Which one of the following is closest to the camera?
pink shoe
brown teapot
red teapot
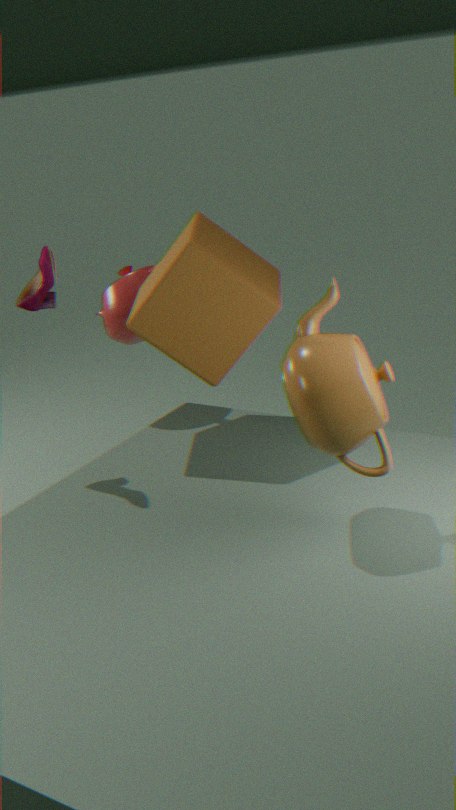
brown teapot
